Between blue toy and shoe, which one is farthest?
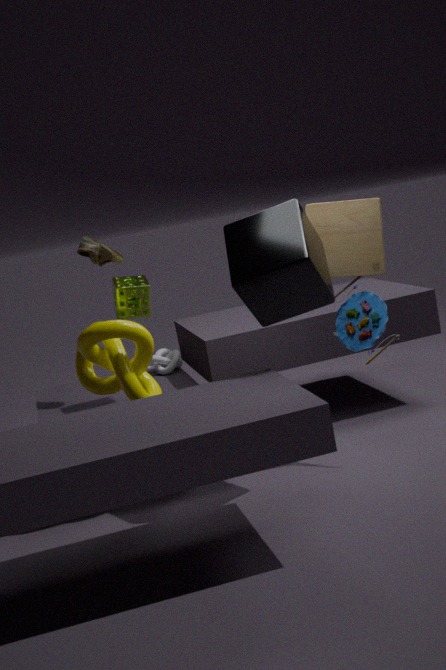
shoe
